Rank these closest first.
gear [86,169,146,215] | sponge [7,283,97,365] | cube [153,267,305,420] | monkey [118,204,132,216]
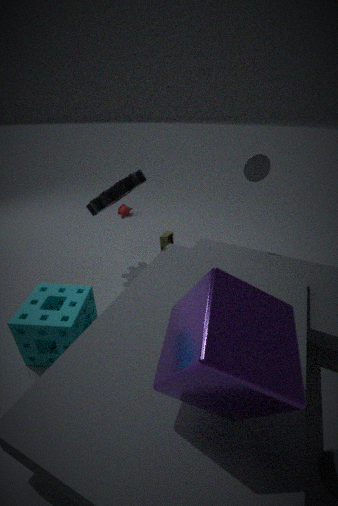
1. cube [153,267,305,420]
2. sponge [7,283,97,365]
3. gear [86,169,146,215]
4. monkey [118,204,132,216]
